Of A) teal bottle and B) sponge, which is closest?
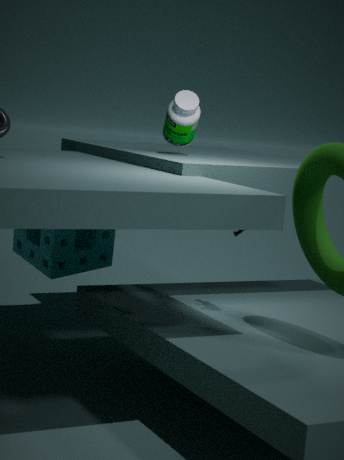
A. teal bottle
